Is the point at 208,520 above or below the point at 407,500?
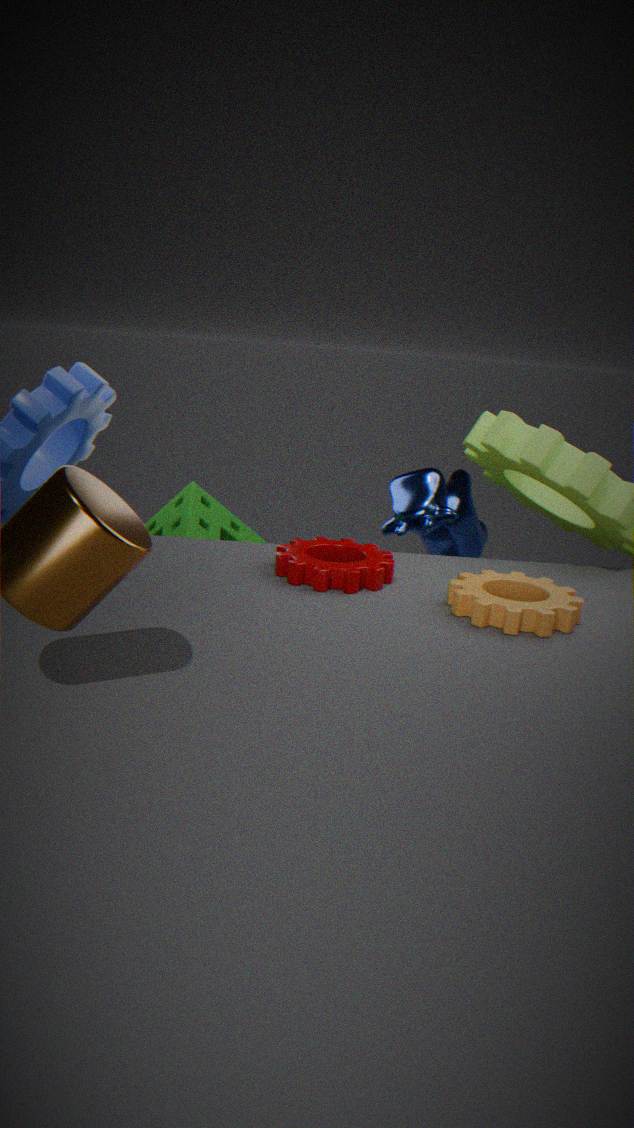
below
